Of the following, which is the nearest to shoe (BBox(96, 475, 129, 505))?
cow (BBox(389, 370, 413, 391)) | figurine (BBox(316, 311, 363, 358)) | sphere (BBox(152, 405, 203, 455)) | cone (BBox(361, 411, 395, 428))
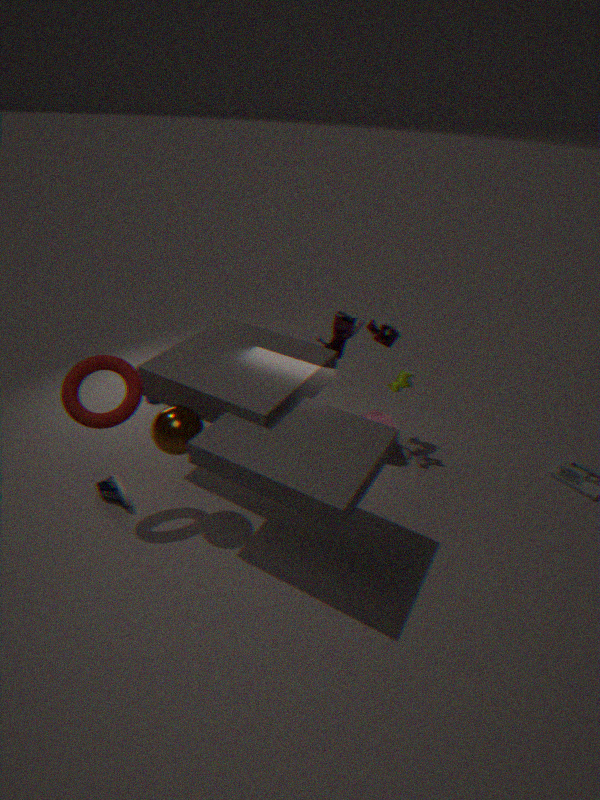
sphere (BBox(152, 405, 203, 455))
